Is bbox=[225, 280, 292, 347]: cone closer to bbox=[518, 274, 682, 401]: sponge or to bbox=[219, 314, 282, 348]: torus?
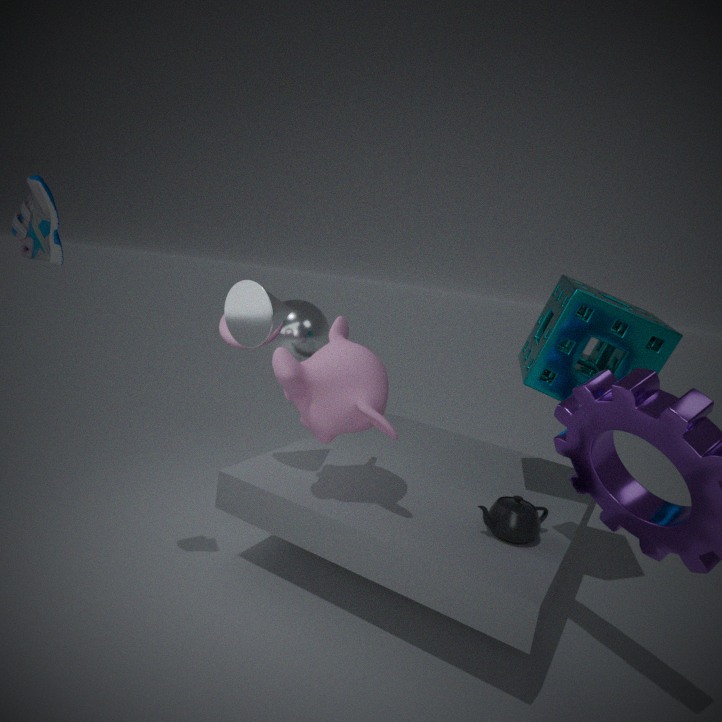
bbox=[219, 314, 282, 348]: torus
